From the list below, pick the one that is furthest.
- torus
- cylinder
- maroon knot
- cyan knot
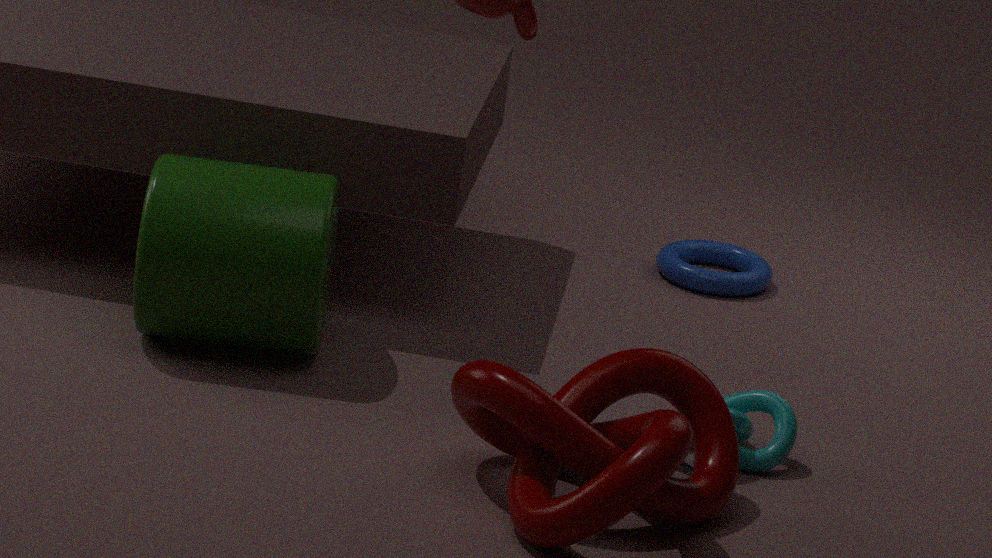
torus
